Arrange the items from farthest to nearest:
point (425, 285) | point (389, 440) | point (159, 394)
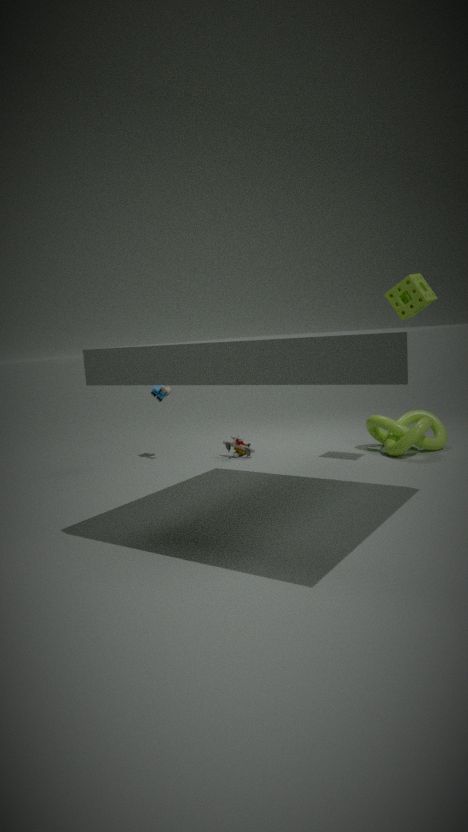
point (159, 394), point (389, 440), point (425, 285)
